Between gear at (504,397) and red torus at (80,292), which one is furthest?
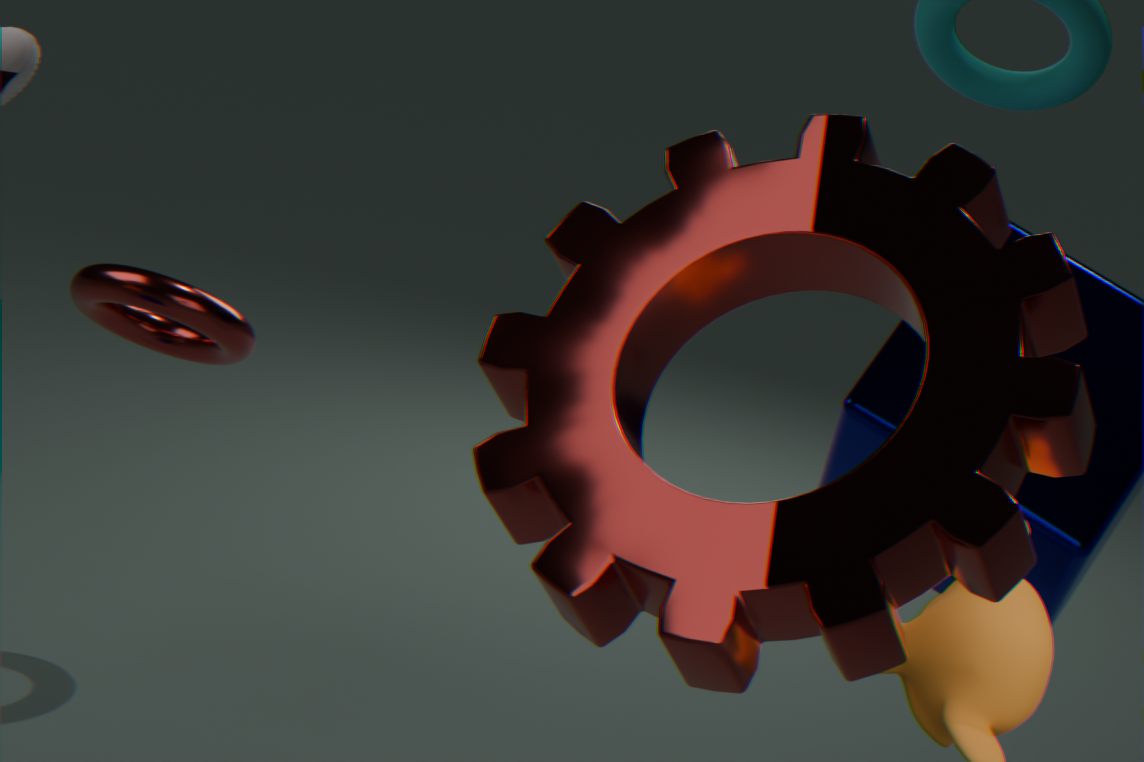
red torus at (80,292)
